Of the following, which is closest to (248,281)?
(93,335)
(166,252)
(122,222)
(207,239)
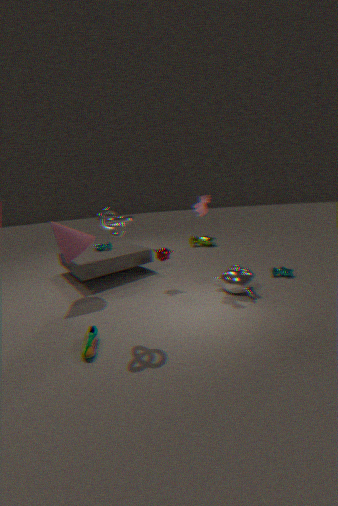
(166,252)
